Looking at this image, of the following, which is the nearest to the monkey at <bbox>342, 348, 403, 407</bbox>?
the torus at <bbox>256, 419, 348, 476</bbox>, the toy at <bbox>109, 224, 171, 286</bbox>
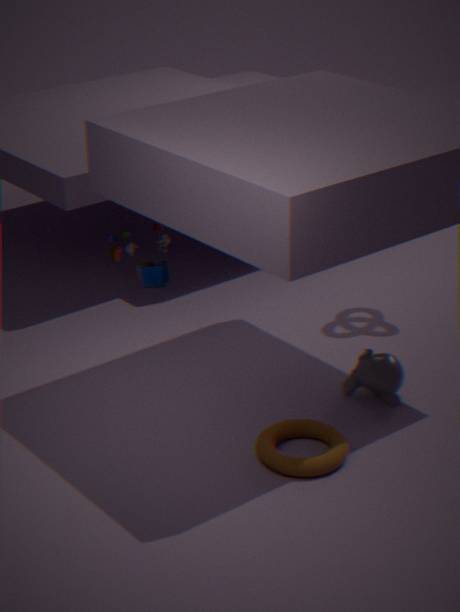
the torus at <bbox>256, 419, 348, 476</bbox>
